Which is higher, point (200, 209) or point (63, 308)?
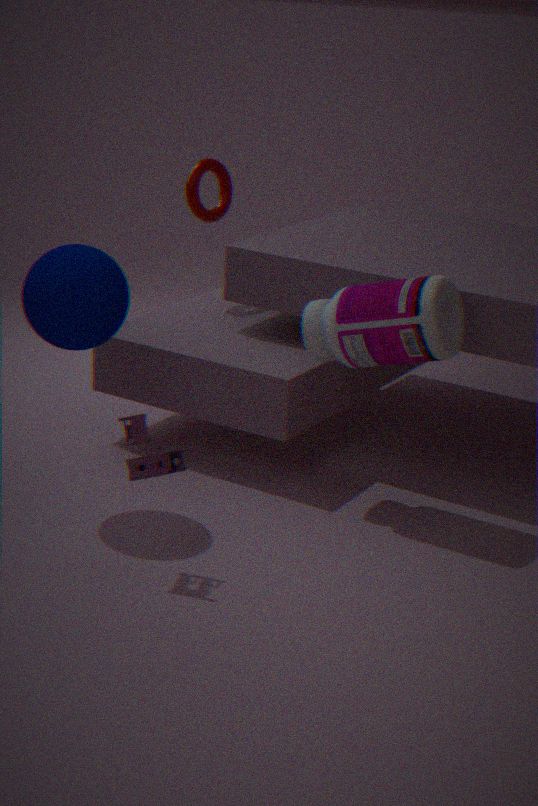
point (200, 209)
